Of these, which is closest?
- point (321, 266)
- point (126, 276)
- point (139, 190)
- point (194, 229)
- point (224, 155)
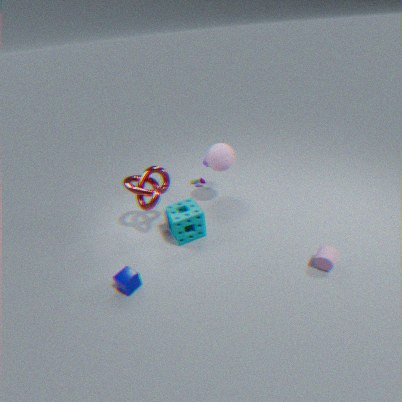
point (126, 276)
